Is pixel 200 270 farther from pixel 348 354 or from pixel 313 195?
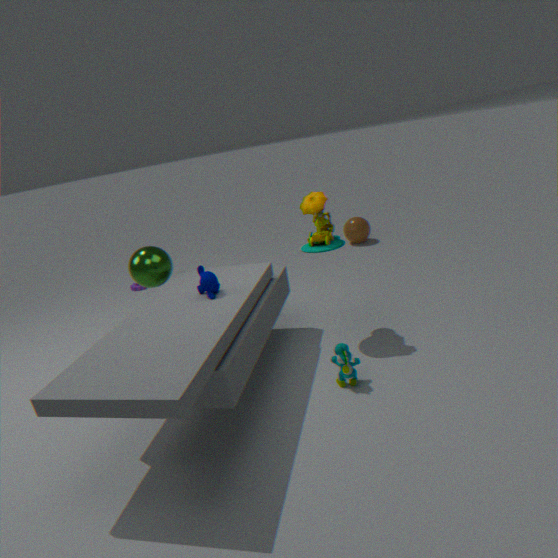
pixel 348 354
